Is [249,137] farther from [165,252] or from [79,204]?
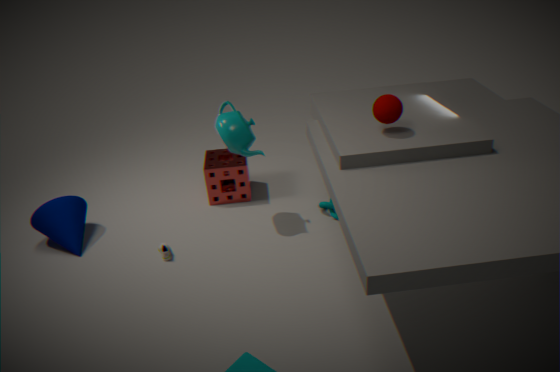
[79,204]
